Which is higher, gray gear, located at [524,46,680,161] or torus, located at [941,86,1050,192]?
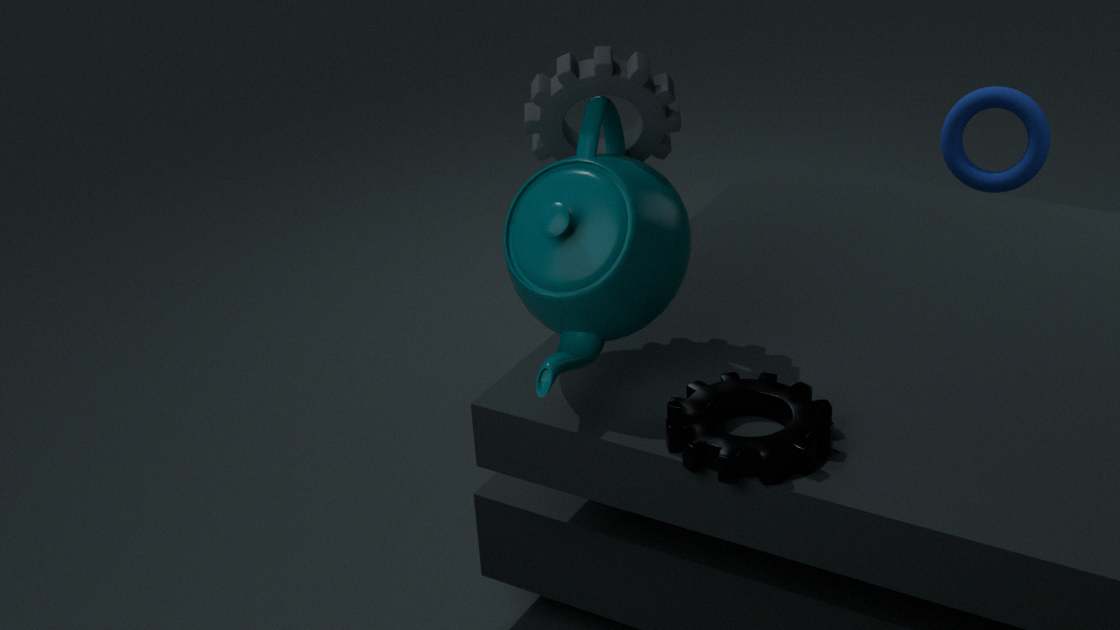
gray gear, located at [524,46,680,161]
